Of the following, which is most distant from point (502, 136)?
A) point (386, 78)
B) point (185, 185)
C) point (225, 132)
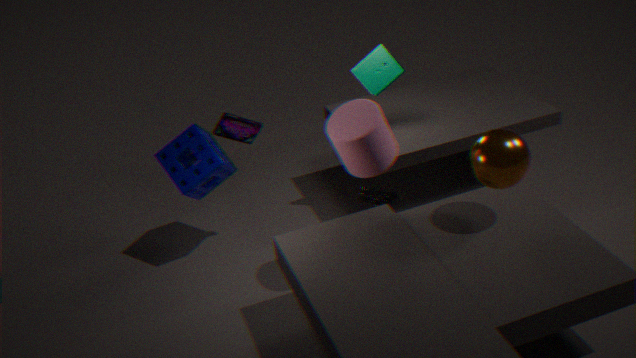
point (185, 185)
